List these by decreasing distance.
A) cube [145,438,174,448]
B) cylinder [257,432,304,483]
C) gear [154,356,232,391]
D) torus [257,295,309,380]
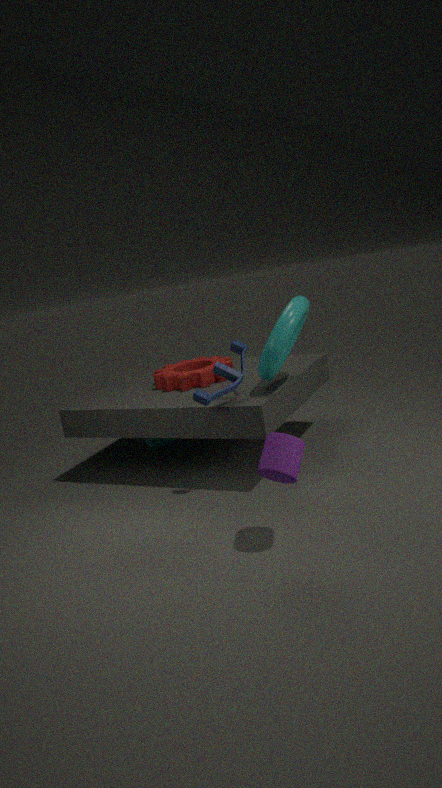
cube [145,438,174,448] → gear [154,356,232,391] → torus [257,295,309,380] → cylinder [257,432,304,483]
